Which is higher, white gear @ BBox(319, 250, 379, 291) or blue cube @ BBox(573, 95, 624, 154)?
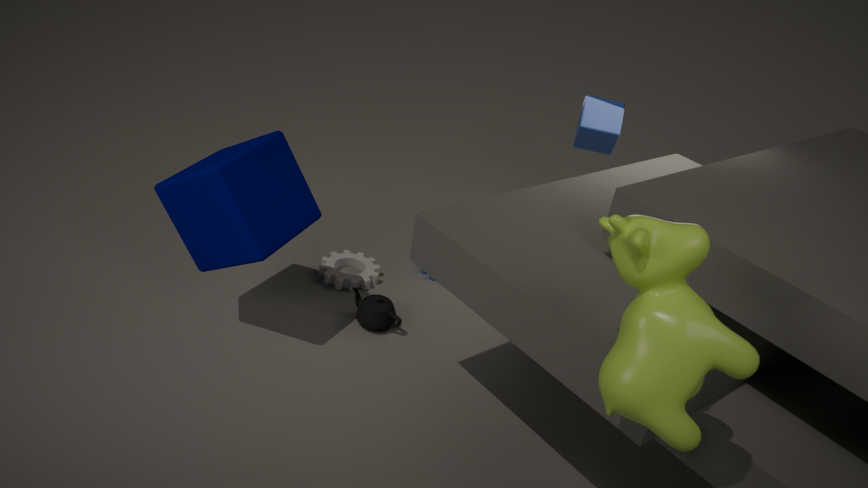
blue cube @ BBox(573, 95, 624, 154)
